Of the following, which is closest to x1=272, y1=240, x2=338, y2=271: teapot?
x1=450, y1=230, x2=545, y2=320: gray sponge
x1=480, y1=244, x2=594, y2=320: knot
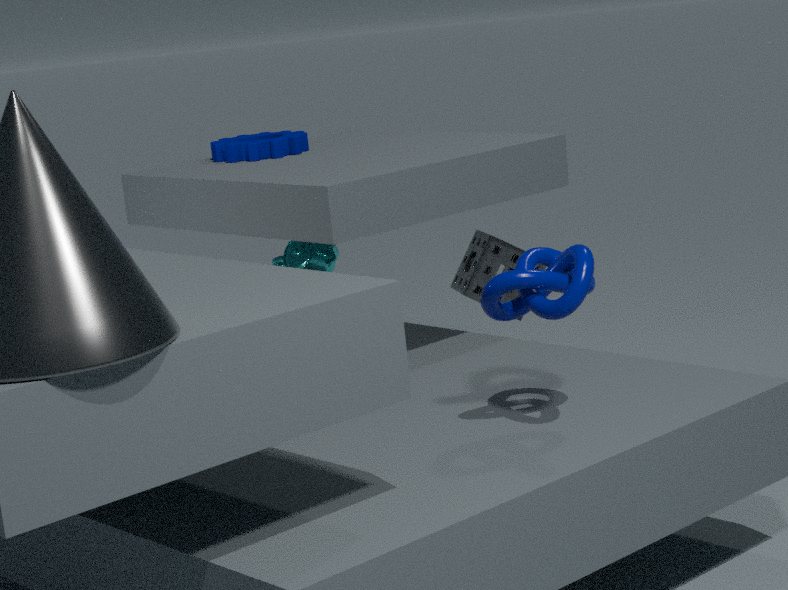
x1=450, y1=230, x2=545, y2=320: gray sponge
